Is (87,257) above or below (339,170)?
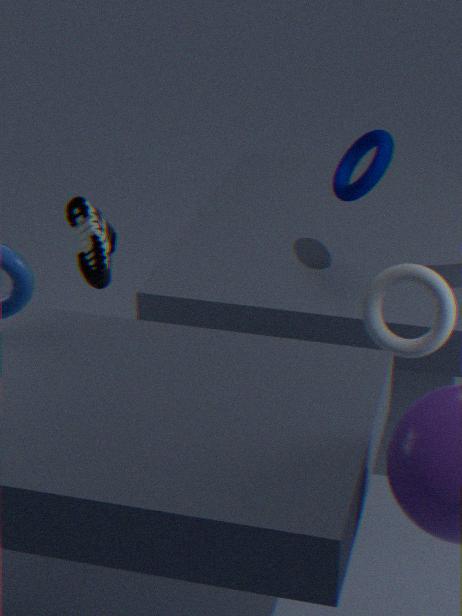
below
